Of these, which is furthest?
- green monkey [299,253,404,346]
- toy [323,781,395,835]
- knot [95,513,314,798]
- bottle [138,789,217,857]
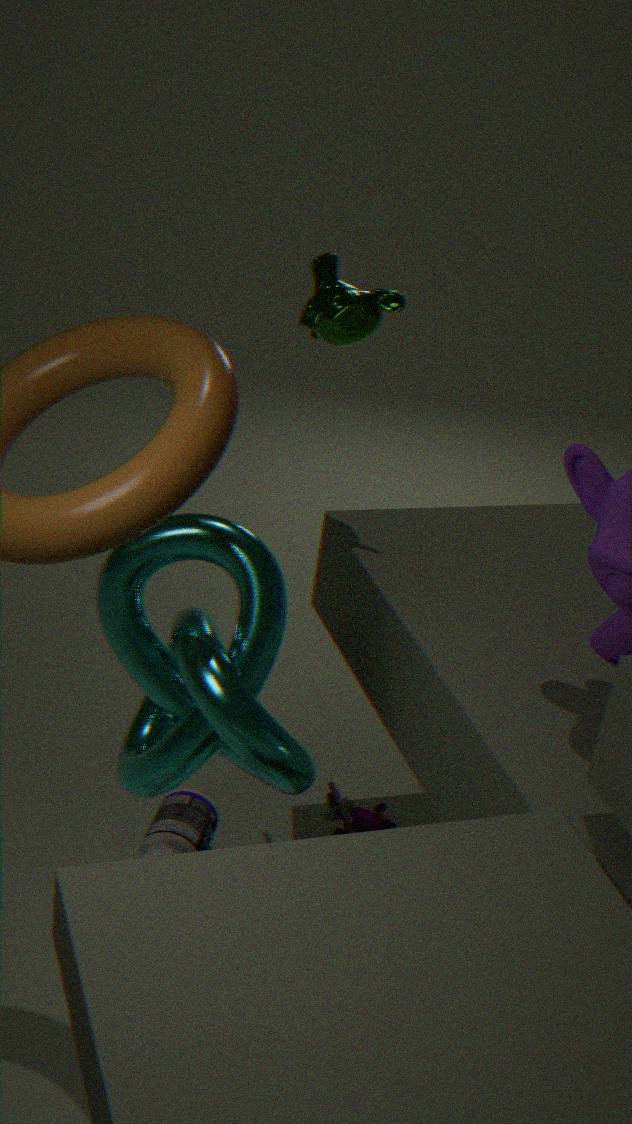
toy [323,781,395,835]
